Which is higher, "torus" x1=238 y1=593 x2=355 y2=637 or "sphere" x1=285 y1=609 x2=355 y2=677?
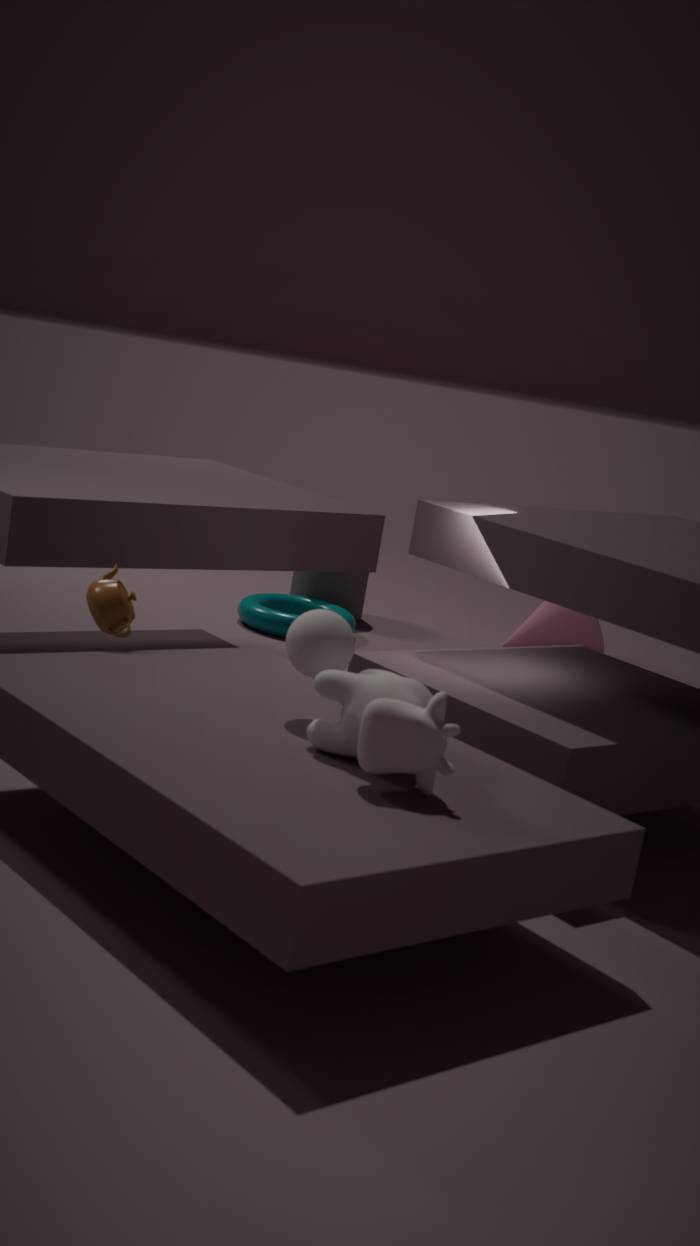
"sphere" x1=285 y1=609 x2=355 y2=677
